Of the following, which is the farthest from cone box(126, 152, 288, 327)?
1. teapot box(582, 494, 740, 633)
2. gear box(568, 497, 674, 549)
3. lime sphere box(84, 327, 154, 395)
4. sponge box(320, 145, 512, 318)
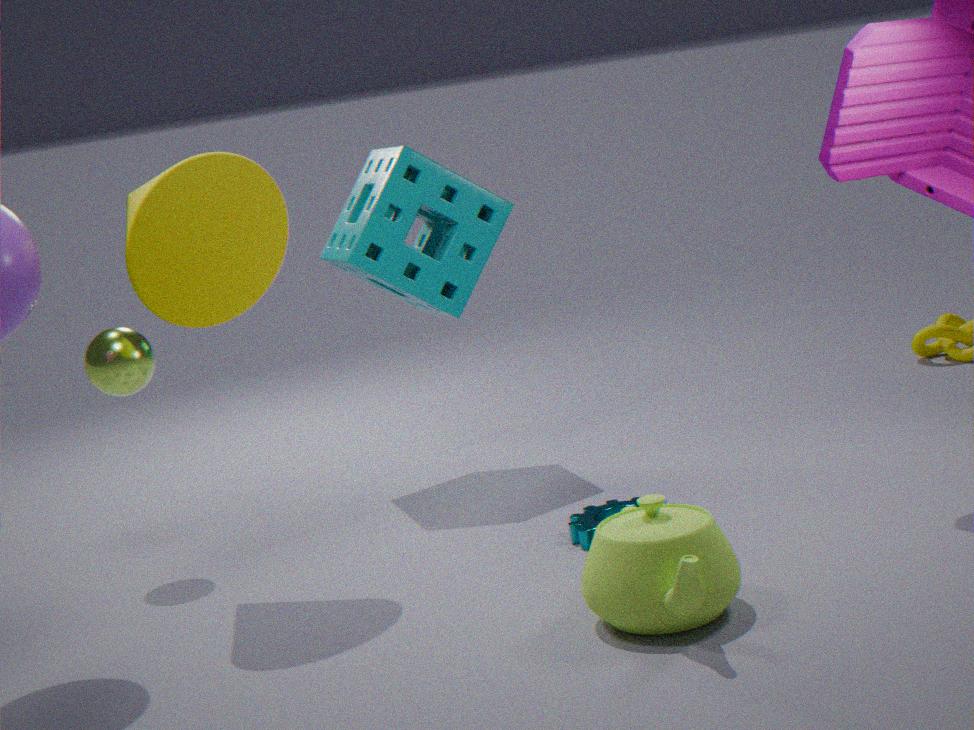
teapot box(582, 494, 740, 633)
